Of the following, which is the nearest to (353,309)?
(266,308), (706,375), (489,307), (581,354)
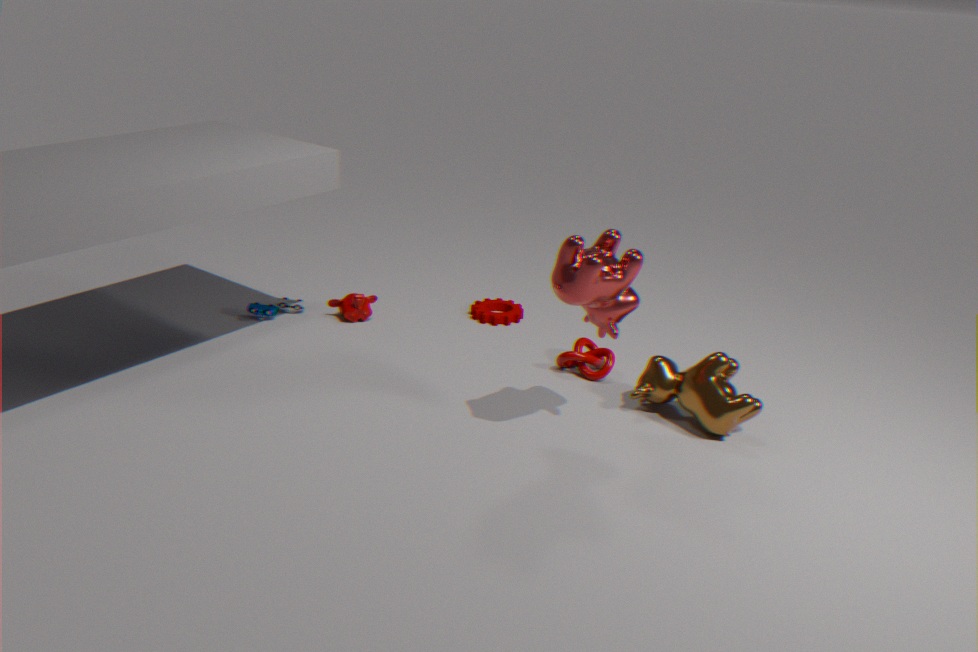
(266,308)
